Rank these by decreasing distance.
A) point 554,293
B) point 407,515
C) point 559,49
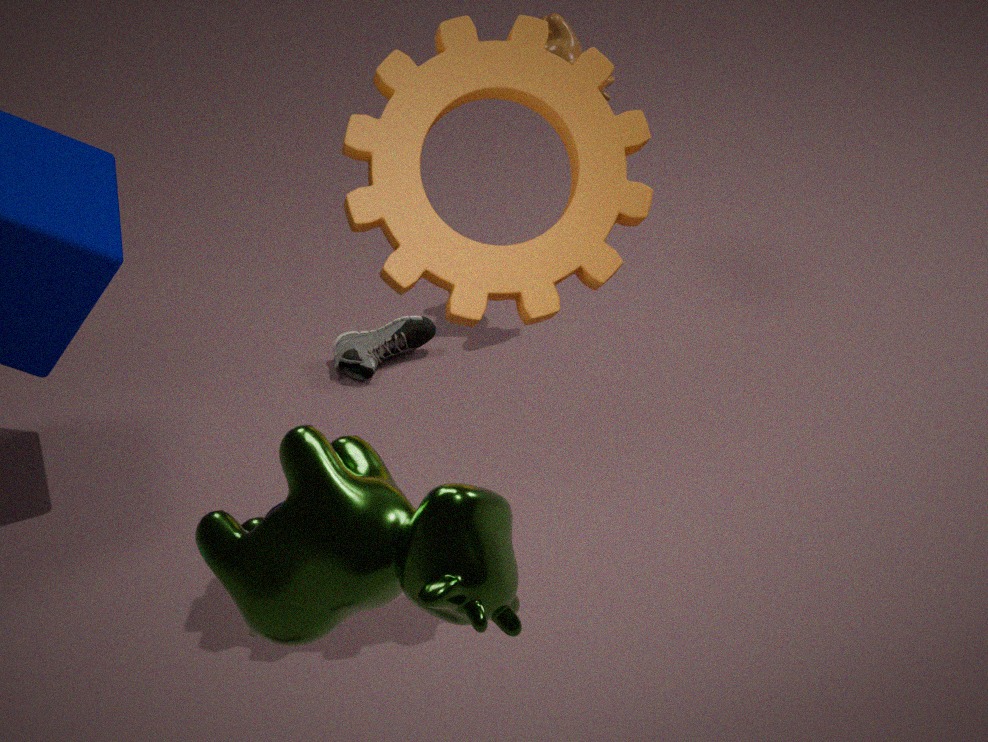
point 559,49 < point 554,293 < point 407,515
